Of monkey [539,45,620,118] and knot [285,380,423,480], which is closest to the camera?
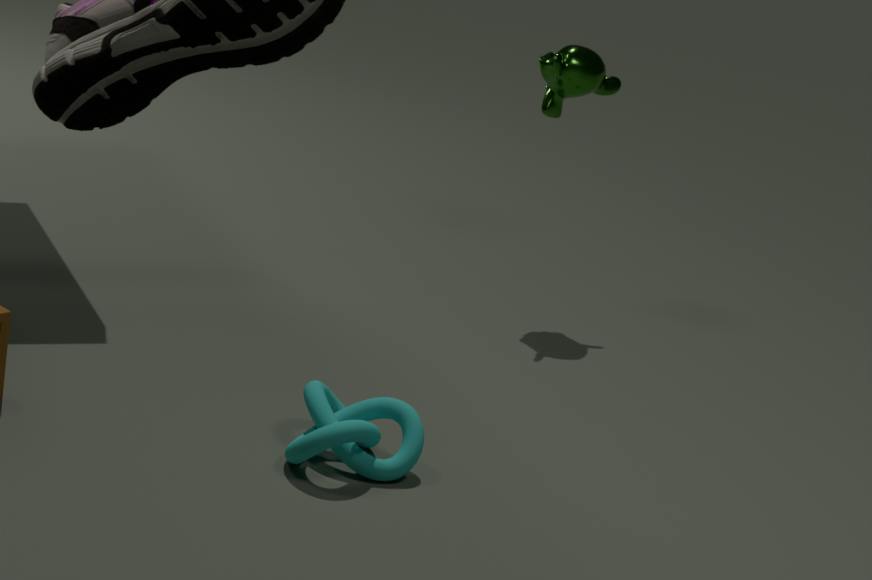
knot [285,380,423,480]
